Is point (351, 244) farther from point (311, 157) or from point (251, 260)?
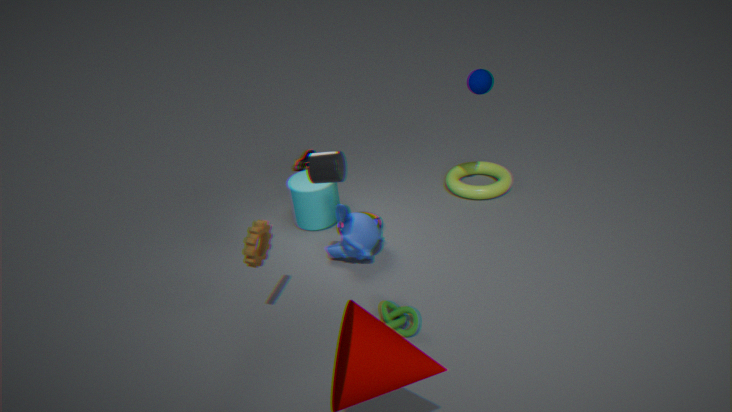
point (251, 260)
